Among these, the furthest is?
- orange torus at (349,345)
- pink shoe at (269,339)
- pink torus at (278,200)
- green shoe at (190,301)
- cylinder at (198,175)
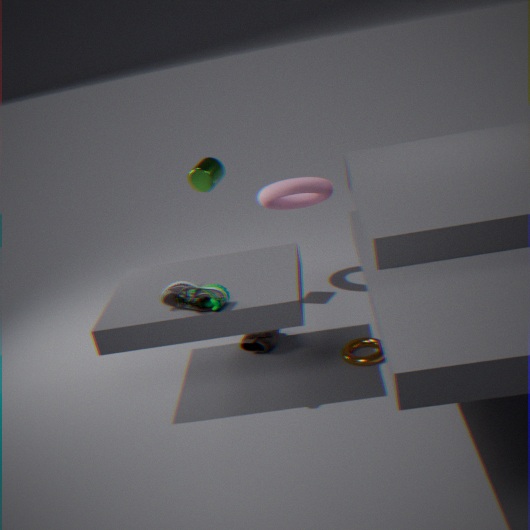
pink torus at (278,200)
